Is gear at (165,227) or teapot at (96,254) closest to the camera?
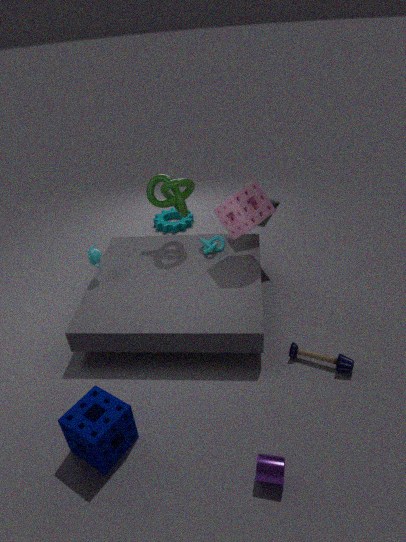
teapot at (96,254)
